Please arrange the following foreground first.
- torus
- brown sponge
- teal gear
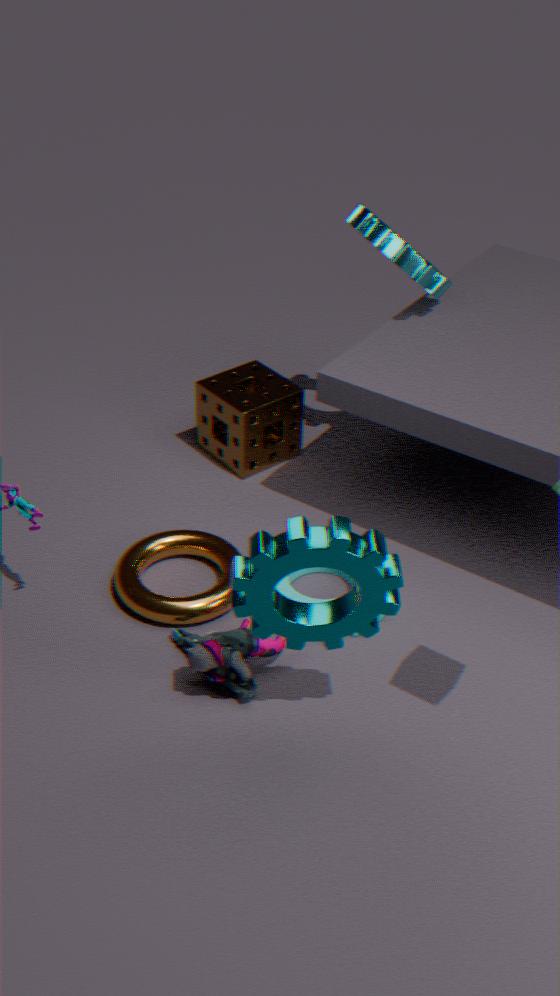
teal gear
torus
brown sponge
